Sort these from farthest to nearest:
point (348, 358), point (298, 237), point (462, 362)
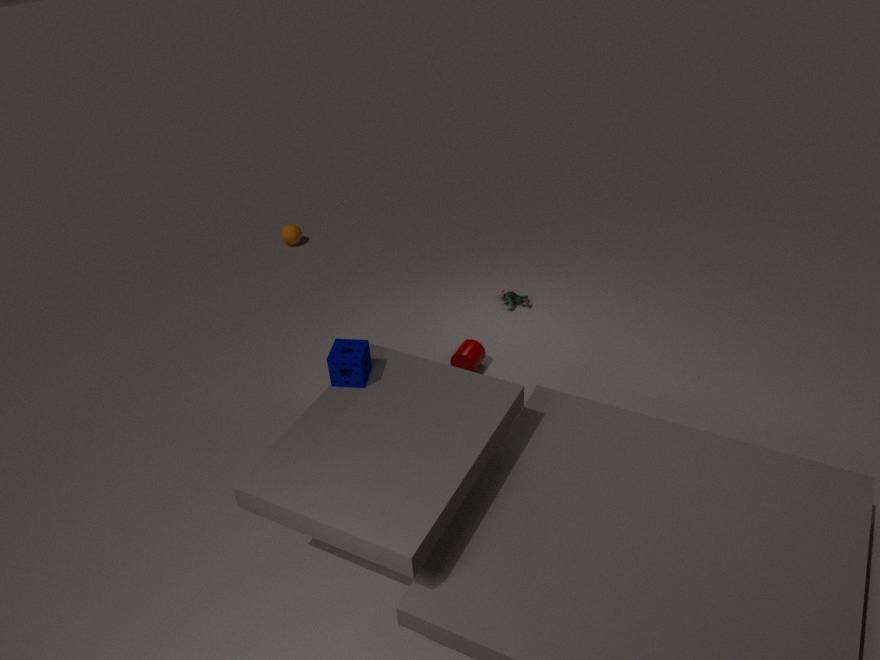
point (298, 237) < point (462, 362) < point (348, 358)
